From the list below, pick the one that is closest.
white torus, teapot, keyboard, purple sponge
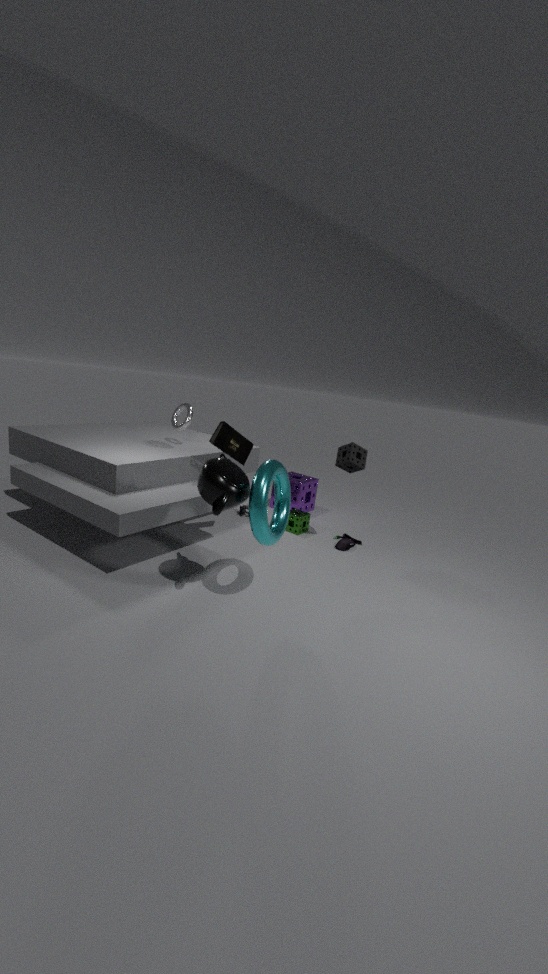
teapot
